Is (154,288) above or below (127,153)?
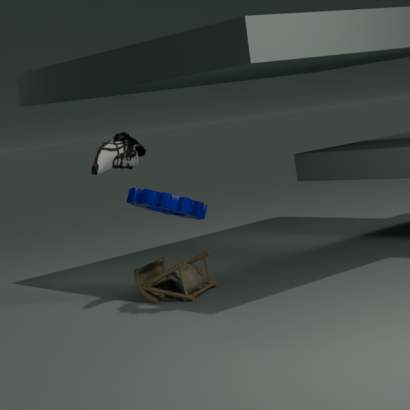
below
